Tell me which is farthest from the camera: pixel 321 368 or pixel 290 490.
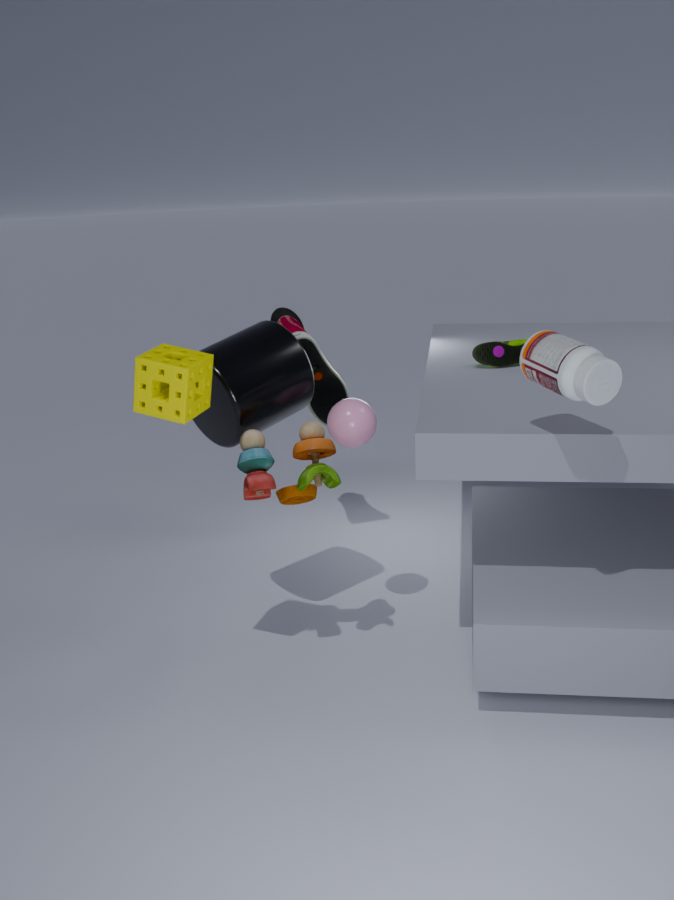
pixel 321 368
